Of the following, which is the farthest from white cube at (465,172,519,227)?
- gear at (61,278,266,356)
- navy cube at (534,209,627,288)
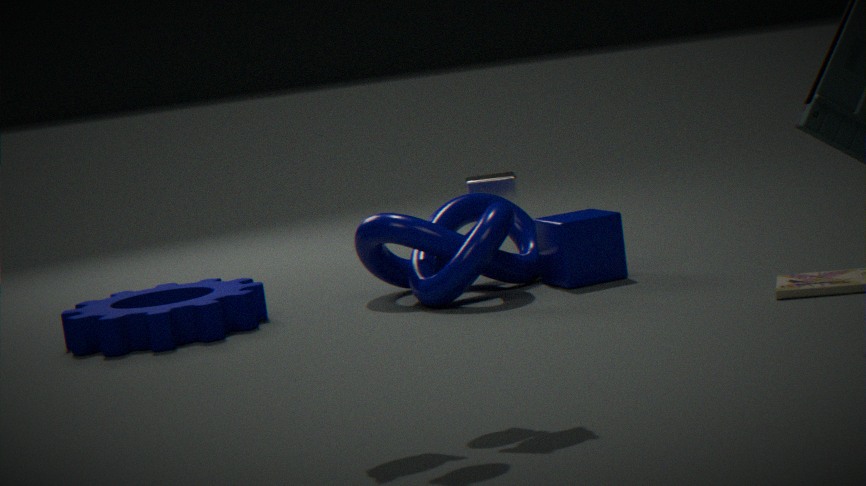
gear at (61,278,266,356)
